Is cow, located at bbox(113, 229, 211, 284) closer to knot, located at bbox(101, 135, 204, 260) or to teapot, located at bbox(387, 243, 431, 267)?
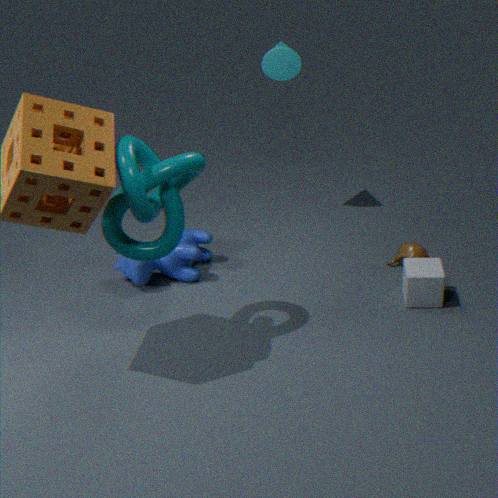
knot, located at bbox(101, 135, 204, 260)
